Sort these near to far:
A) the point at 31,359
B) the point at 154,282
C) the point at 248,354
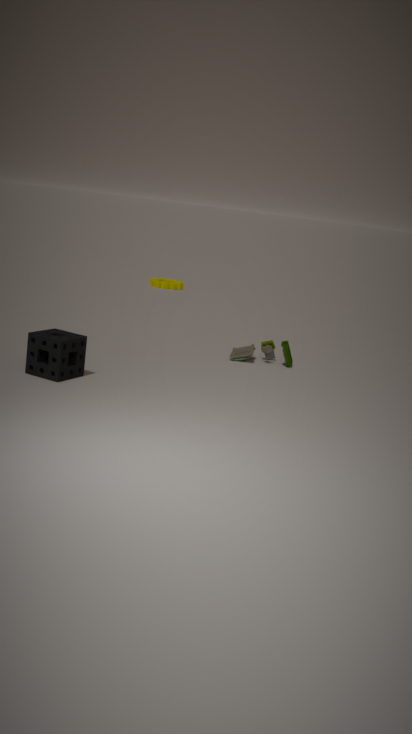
the point at 31,359, the point at 248,354, the point at 154,282
